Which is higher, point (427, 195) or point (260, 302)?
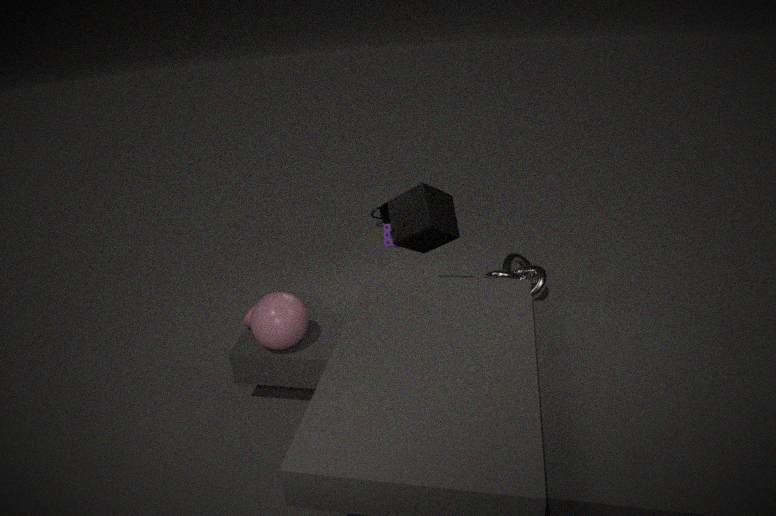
point (427, 195)
